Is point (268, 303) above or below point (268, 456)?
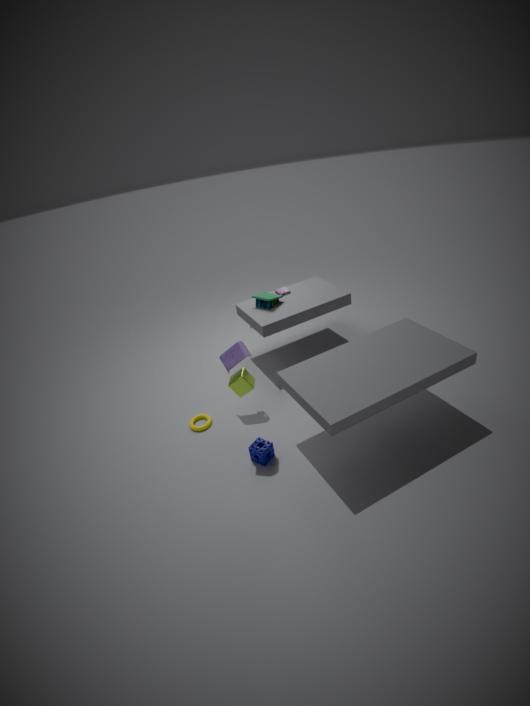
above
